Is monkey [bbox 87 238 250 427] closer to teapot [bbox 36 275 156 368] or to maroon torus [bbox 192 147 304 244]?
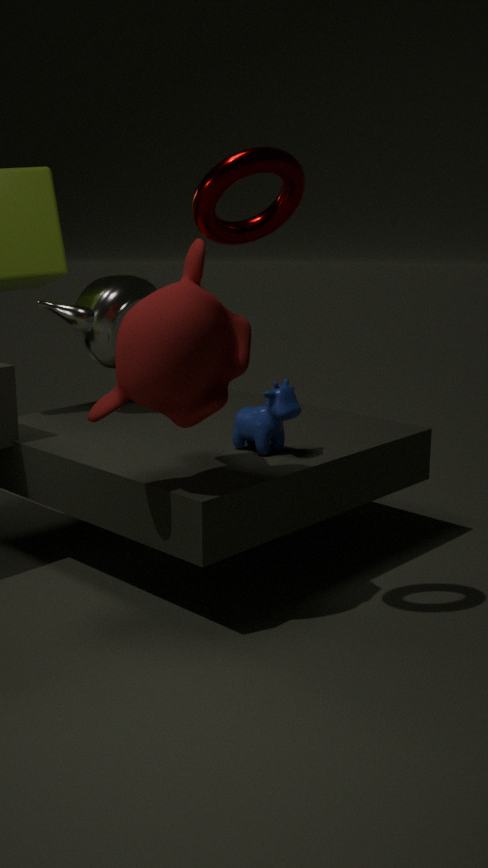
maroon torus [bbox 192 147 304 244]
